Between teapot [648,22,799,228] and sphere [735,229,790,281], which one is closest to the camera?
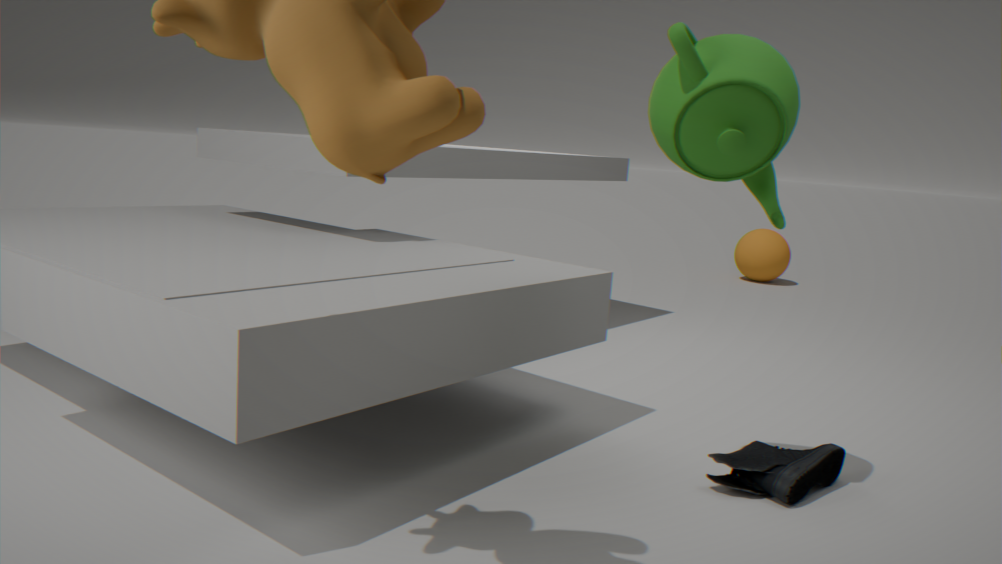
teapot [648,22,799,228]
